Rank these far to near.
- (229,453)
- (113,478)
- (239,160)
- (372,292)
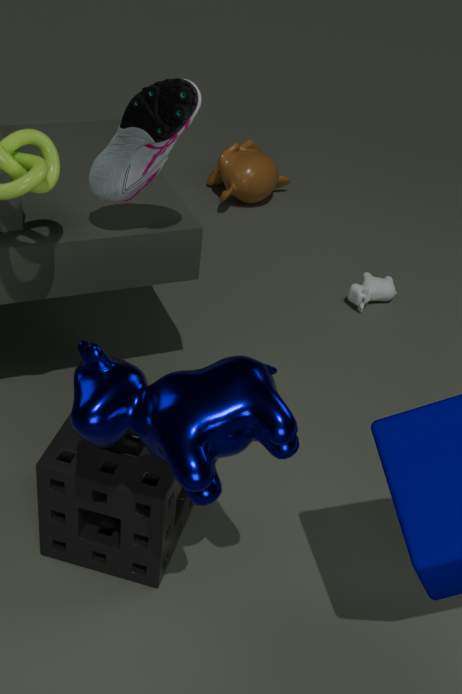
(239,160)
(372,292)
(113,478)
(229,453)
